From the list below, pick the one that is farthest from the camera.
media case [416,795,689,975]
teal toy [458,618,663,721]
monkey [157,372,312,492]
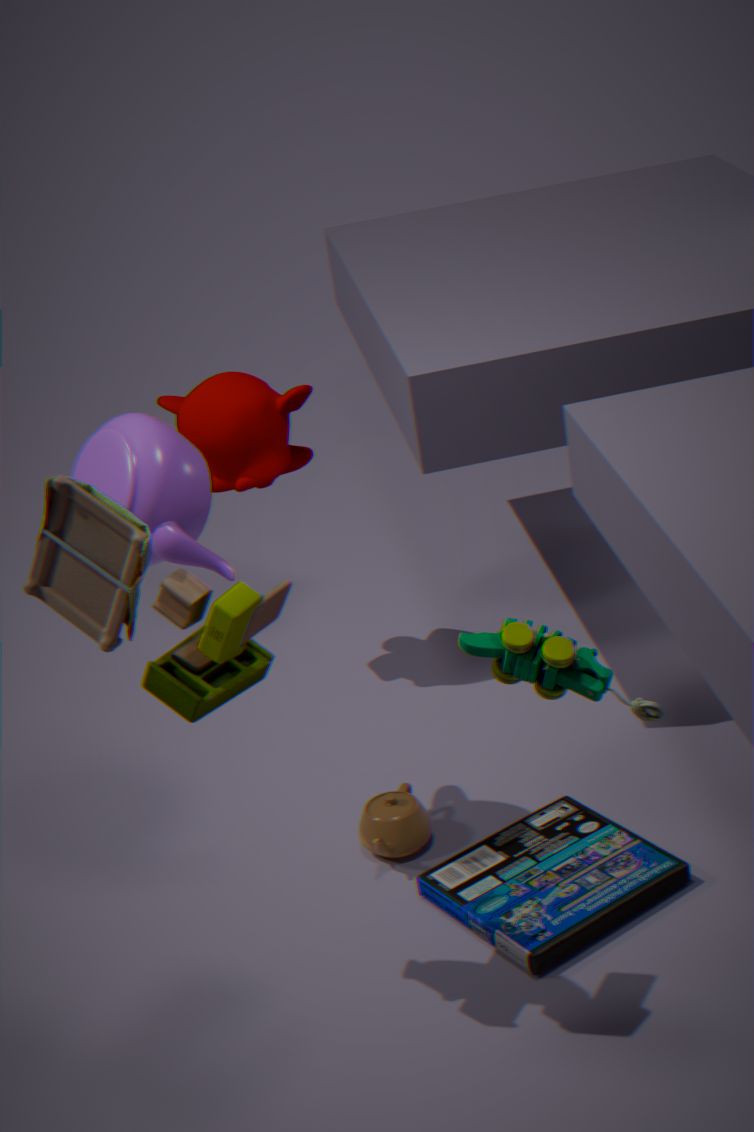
monkey [157,372,312,492]
